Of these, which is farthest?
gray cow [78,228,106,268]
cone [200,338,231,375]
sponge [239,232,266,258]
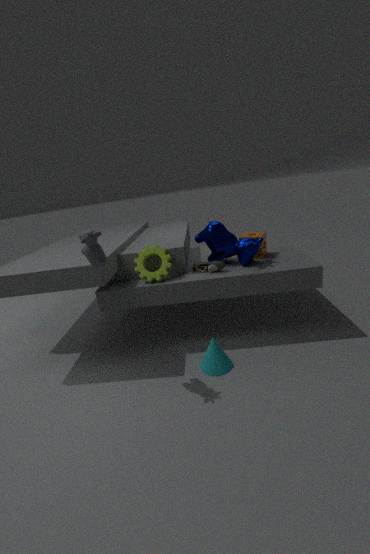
sponge [239,232,266,258]
